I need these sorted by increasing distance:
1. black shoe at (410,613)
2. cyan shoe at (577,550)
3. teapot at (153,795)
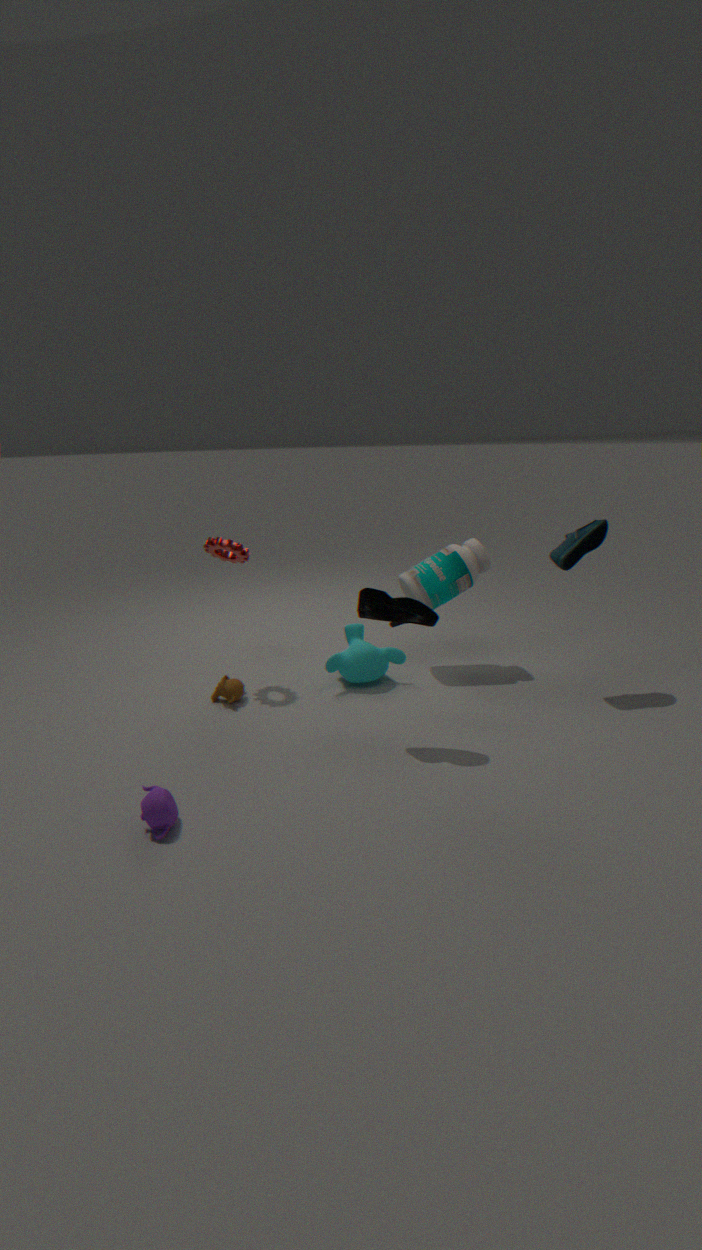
teapot at (153,795), black shoe at (410,613), cyan shoe at (577,550)
